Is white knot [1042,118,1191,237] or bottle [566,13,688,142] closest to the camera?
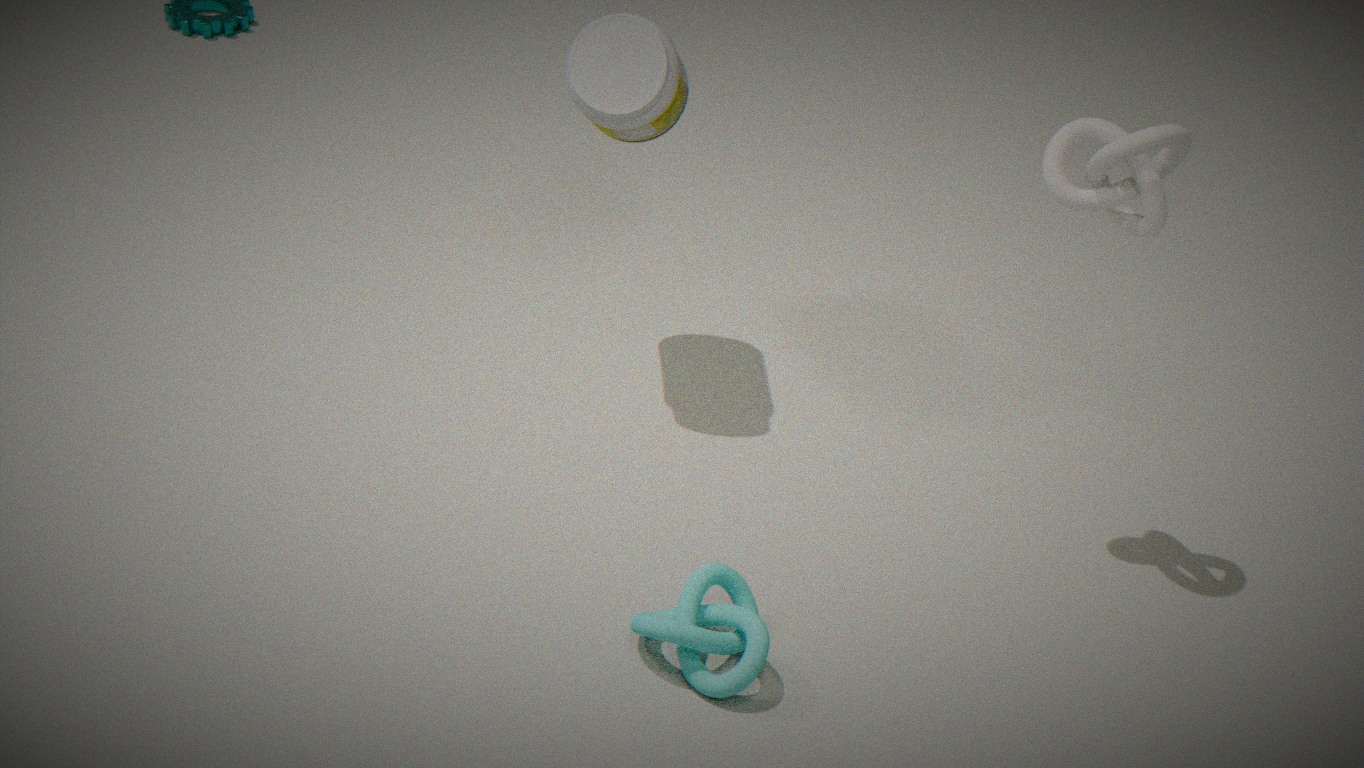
white knot [1042,118,1191,237]
